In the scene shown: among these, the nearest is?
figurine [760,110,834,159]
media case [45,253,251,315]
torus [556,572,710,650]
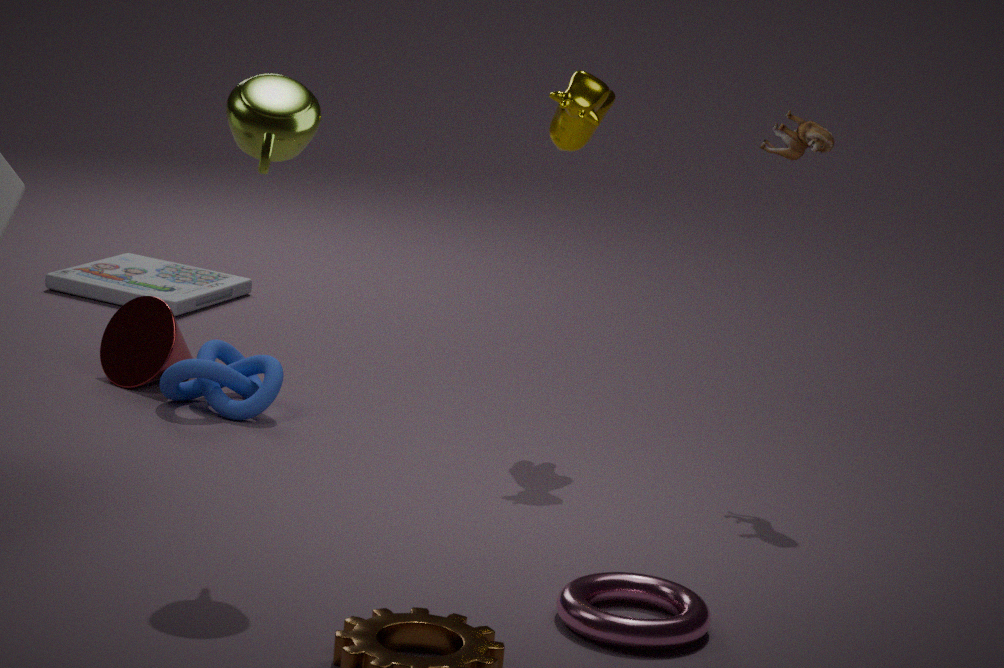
torus [556,572,710,650]
